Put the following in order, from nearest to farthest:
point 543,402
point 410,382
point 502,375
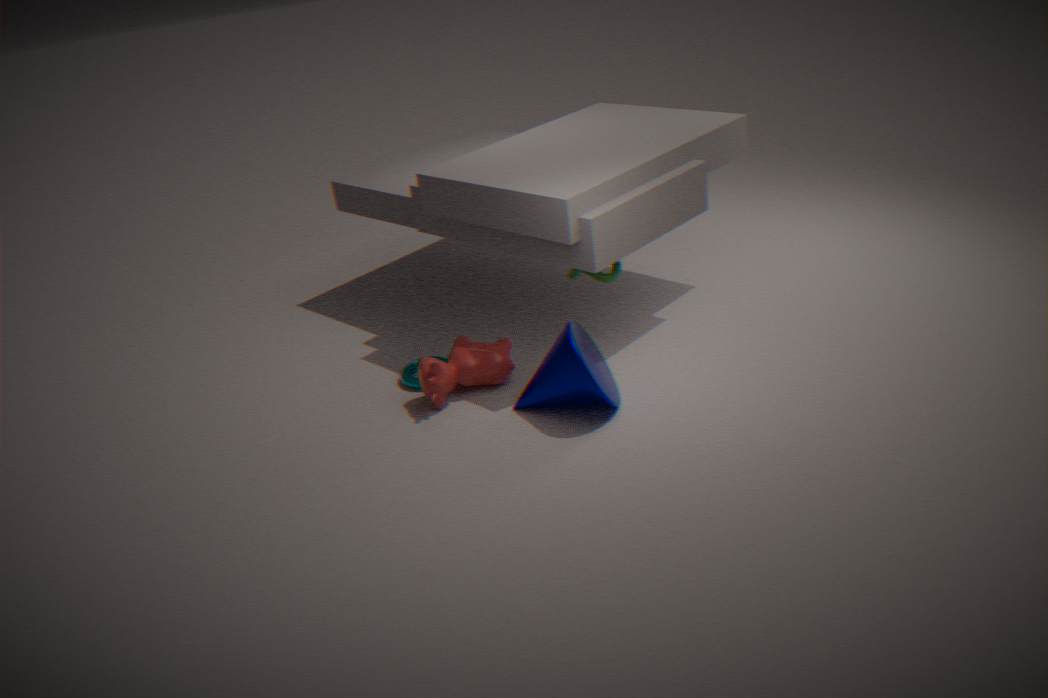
point 543,402, point 502,375, point 410,382
